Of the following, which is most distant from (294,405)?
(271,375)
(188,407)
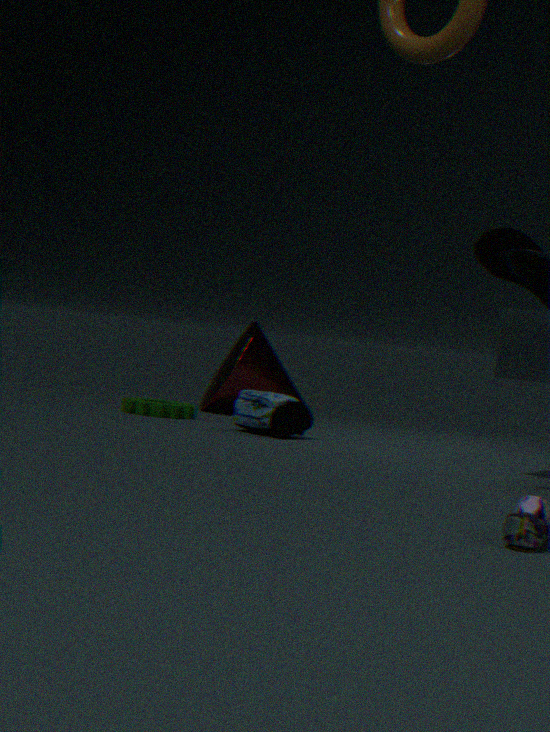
(271,375)
